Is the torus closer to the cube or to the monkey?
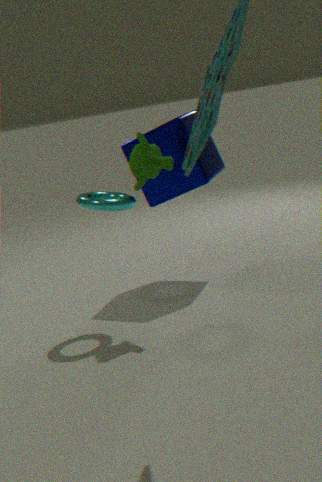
the monkey
